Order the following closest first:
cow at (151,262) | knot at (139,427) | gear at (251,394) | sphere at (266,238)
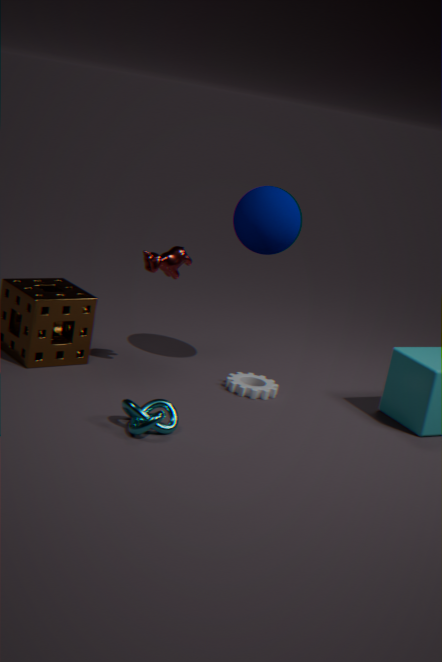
knot at (139,427), cow at (151,262), sphere at (266,238), gear at (251,394)
